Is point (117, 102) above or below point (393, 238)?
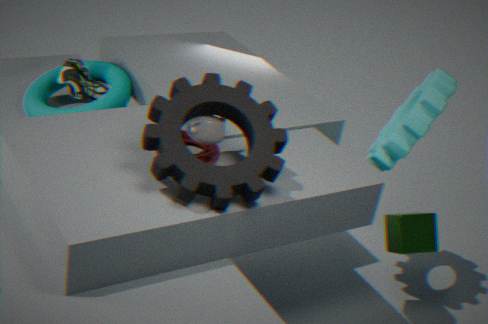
above
